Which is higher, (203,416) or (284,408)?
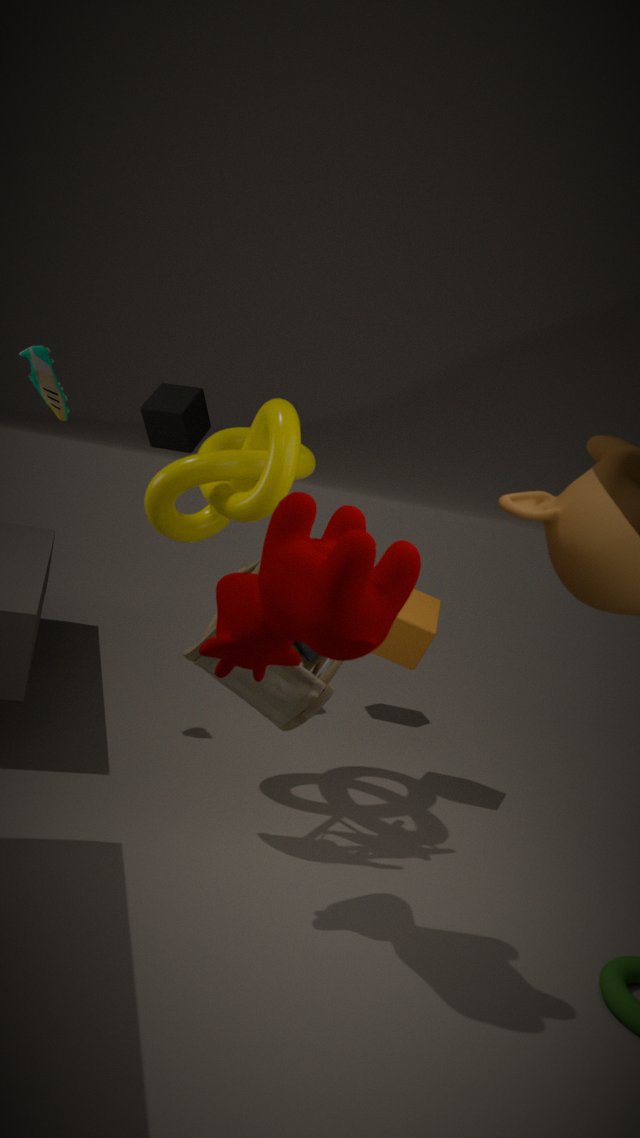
(203,416)
